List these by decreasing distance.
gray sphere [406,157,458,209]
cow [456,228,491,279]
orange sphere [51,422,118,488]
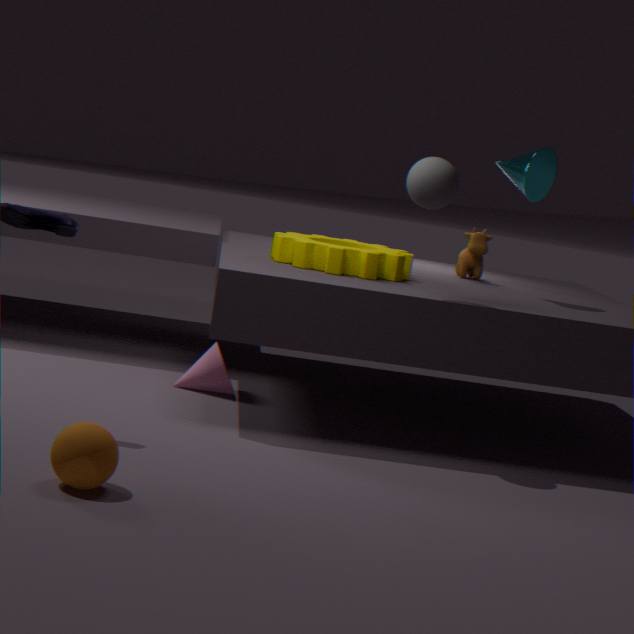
cow [456,228,491,279] < gray sphere [406,157,458,209] < orange sphere [51,422,118,488]
